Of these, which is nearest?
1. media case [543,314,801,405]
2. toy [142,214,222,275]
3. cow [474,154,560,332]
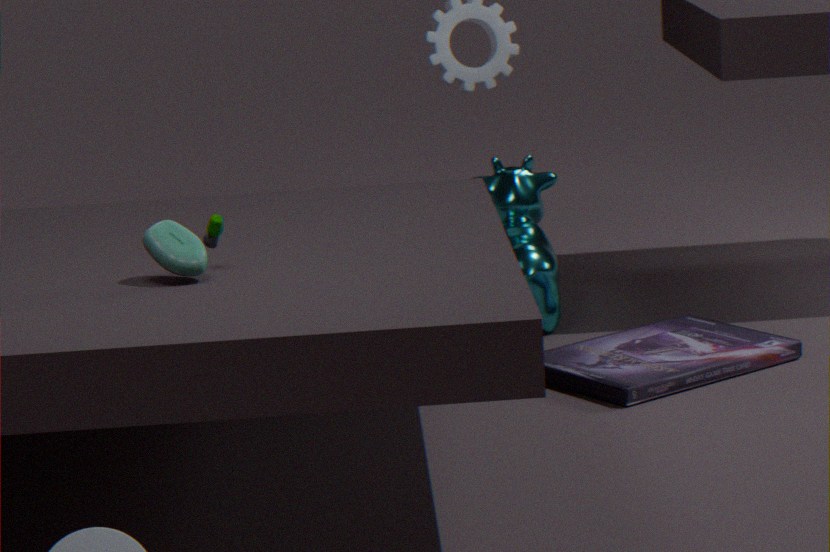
toy [142,214,222,275]
